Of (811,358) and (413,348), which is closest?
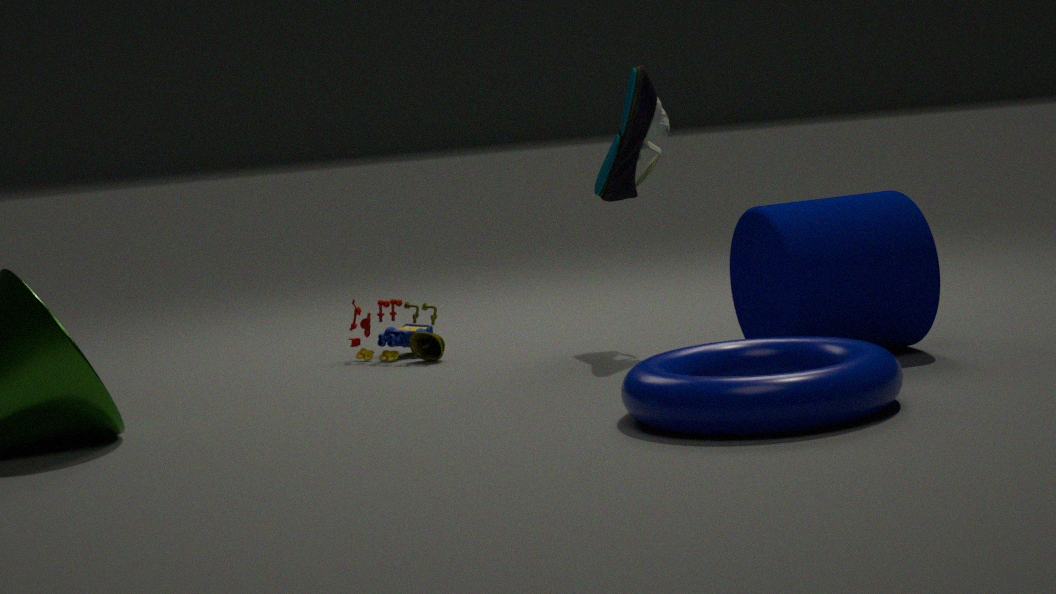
(811,358)
